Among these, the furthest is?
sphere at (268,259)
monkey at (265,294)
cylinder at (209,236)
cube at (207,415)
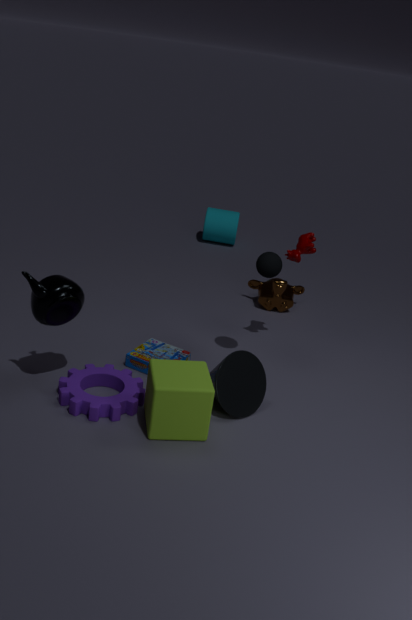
cylinder at (209,236)
